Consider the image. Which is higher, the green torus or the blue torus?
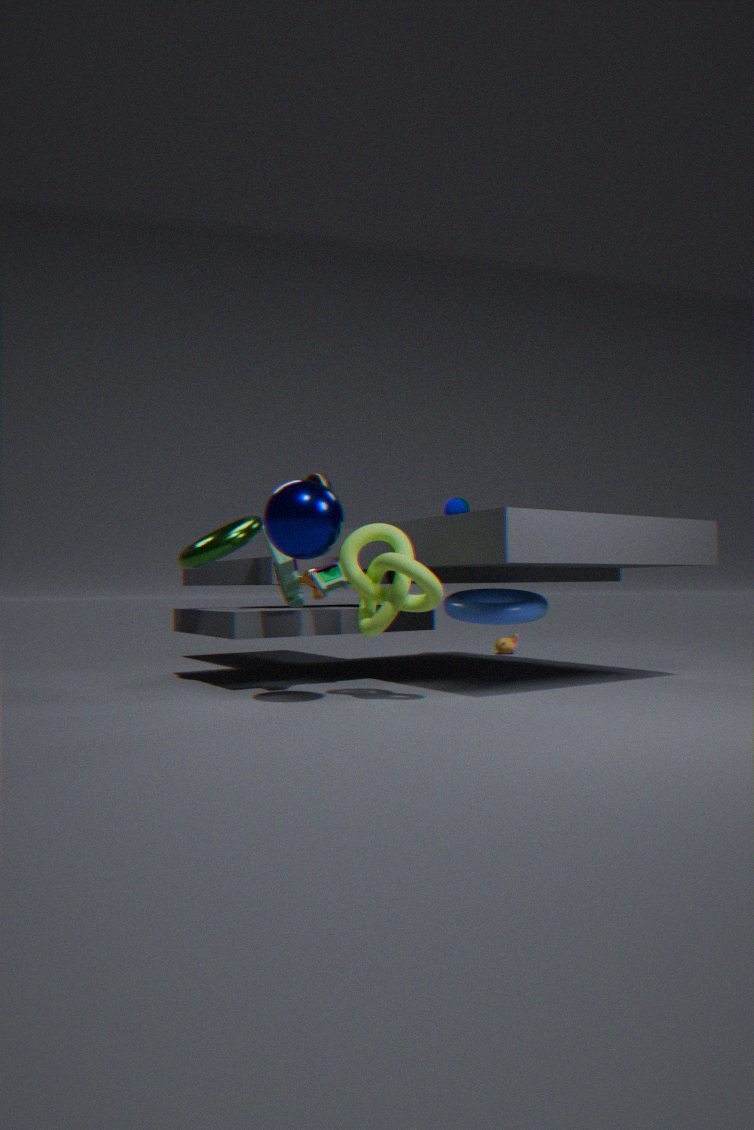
the green torus
